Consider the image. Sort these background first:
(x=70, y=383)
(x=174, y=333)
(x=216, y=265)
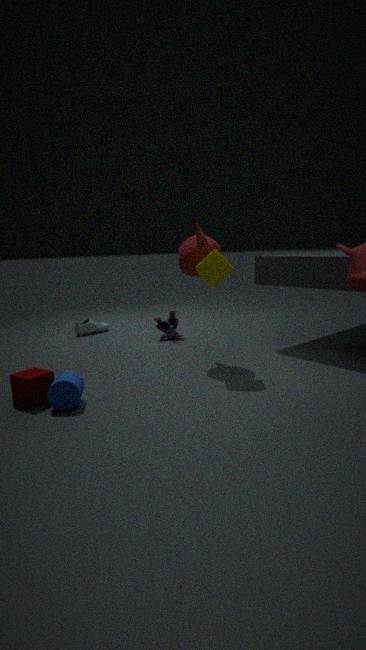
(x=174, y=333) < (x=216, y=265) < (x=70, y=383)
